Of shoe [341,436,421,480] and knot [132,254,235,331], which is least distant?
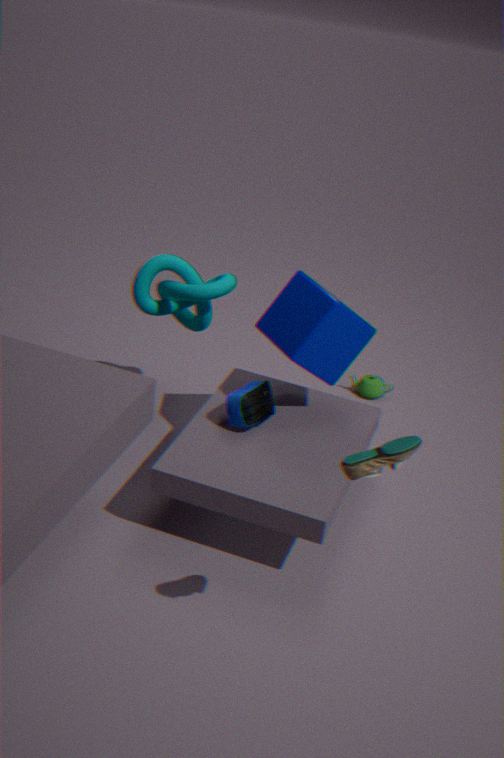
shoe [341,436,421,480]
